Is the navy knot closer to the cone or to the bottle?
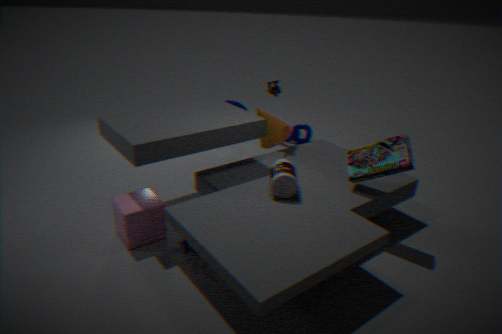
the cone
